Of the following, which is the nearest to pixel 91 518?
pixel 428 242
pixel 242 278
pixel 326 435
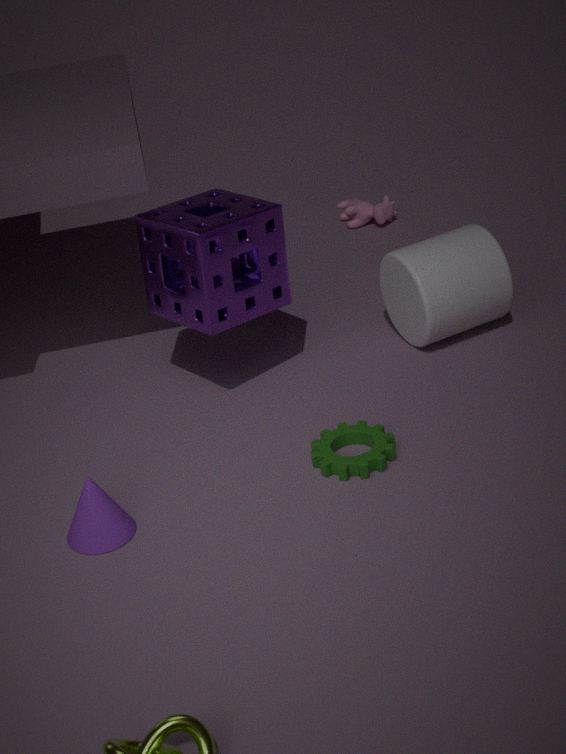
pixel 326 435
